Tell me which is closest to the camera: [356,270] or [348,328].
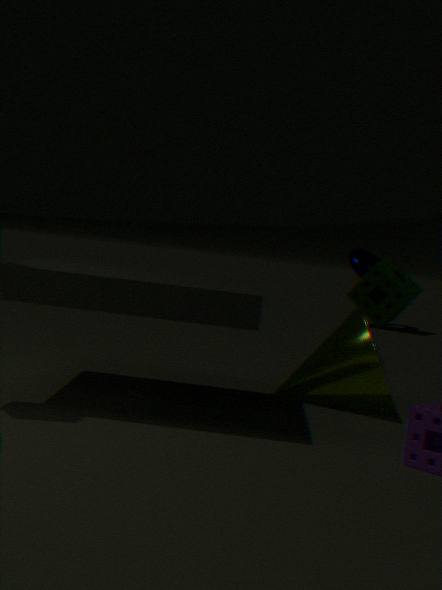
[348,328]
